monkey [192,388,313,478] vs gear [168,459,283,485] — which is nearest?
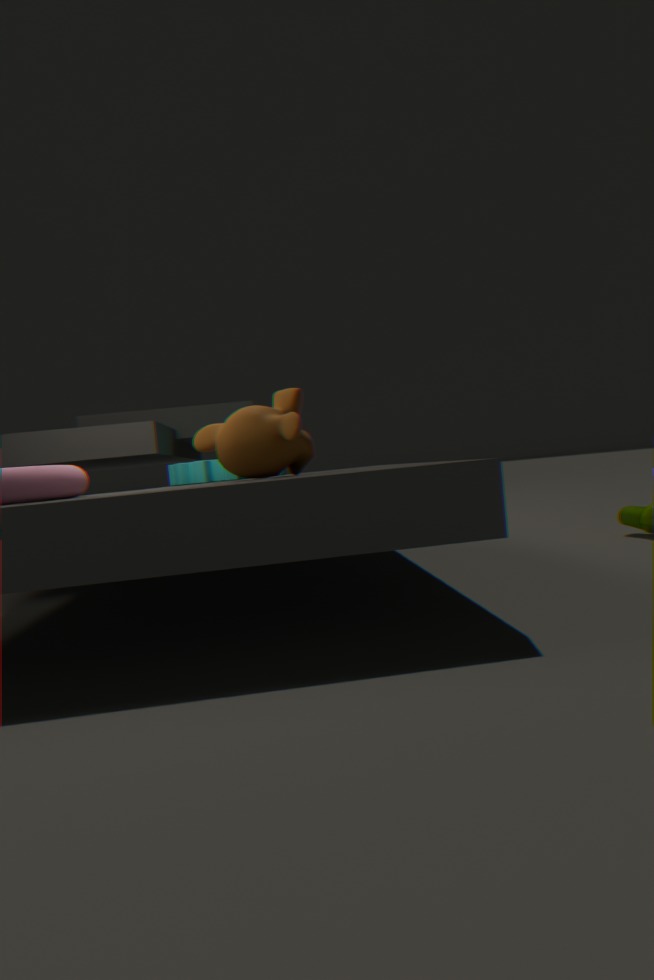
monkey [192,388,313,478]
